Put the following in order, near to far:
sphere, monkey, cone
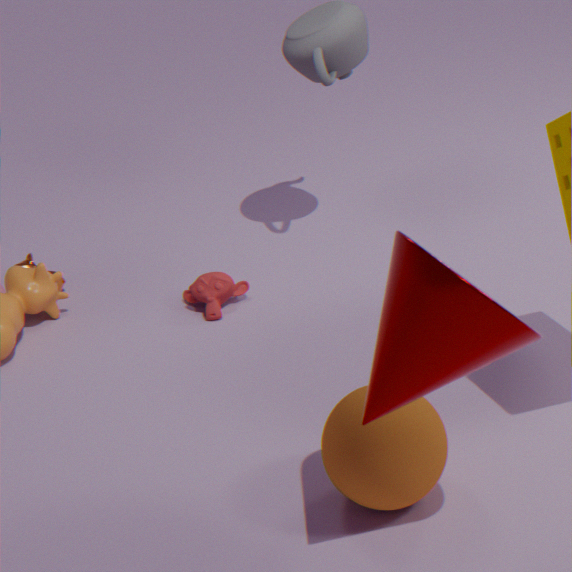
cone → sphere → monkey
